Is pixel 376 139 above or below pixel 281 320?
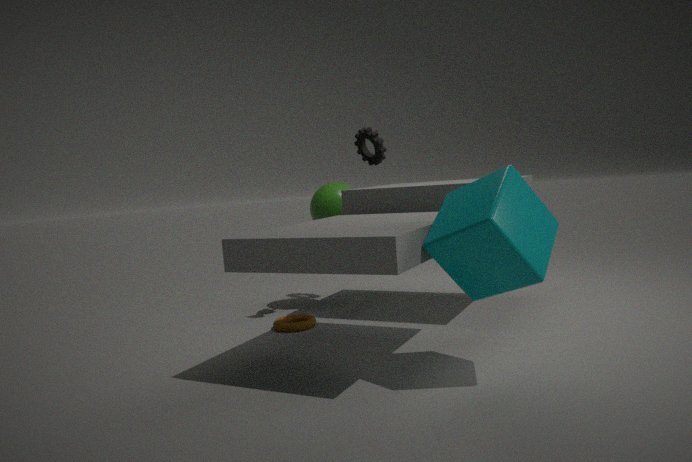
above
